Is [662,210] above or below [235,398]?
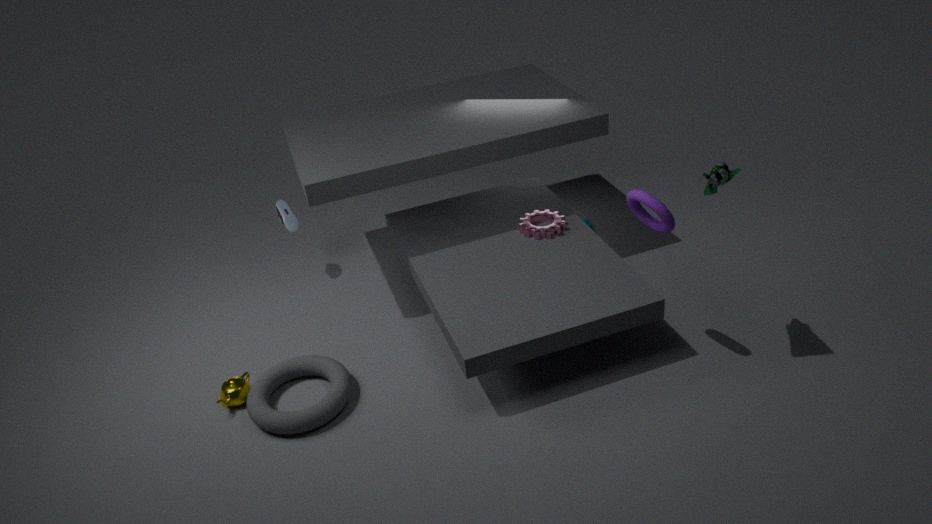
above
